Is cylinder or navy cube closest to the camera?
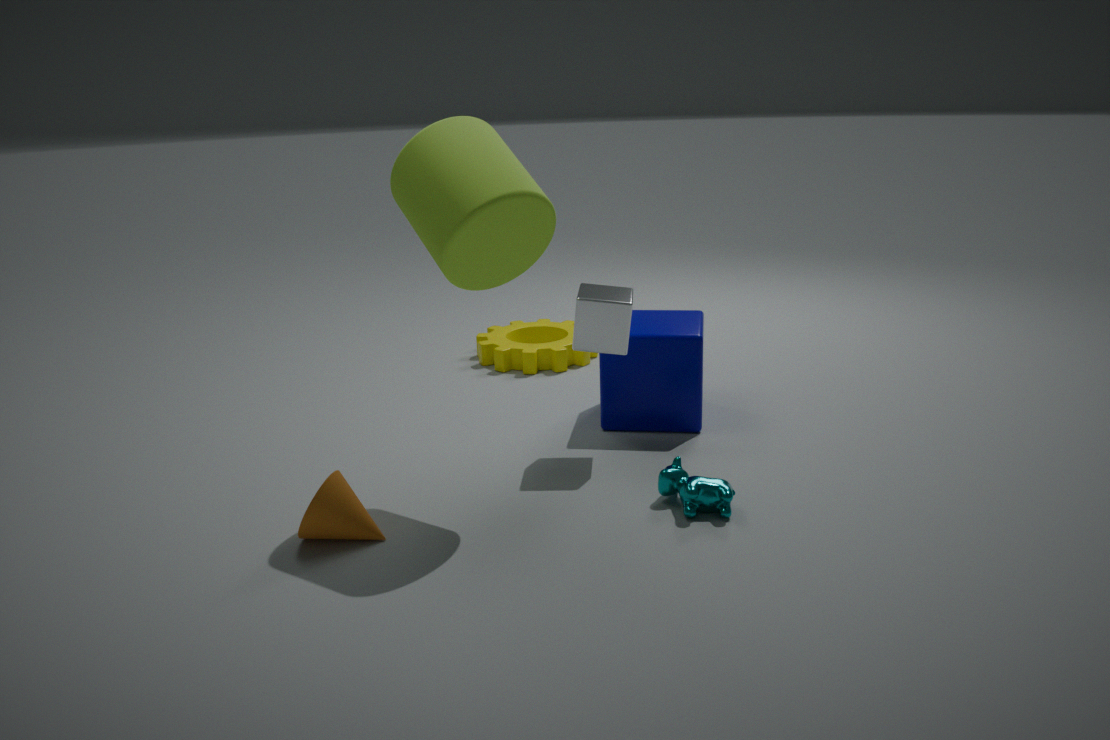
cylinder
